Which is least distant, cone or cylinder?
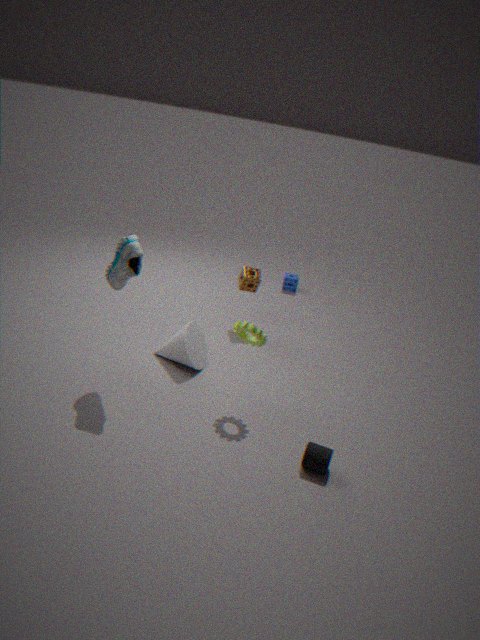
cylinder
